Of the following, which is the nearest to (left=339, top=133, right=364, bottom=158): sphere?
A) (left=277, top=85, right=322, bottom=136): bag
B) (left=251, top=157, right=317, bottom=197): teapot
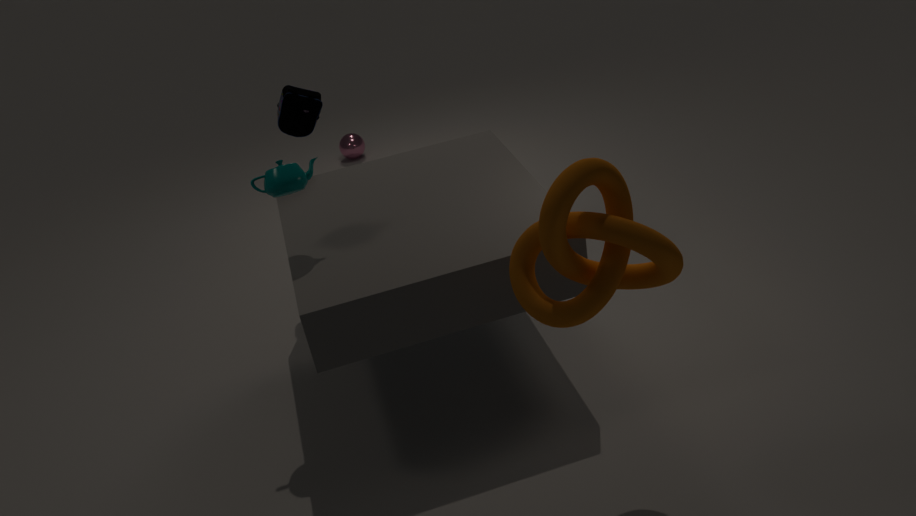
(left=277, top=85, right=322, bottom=136): bag
